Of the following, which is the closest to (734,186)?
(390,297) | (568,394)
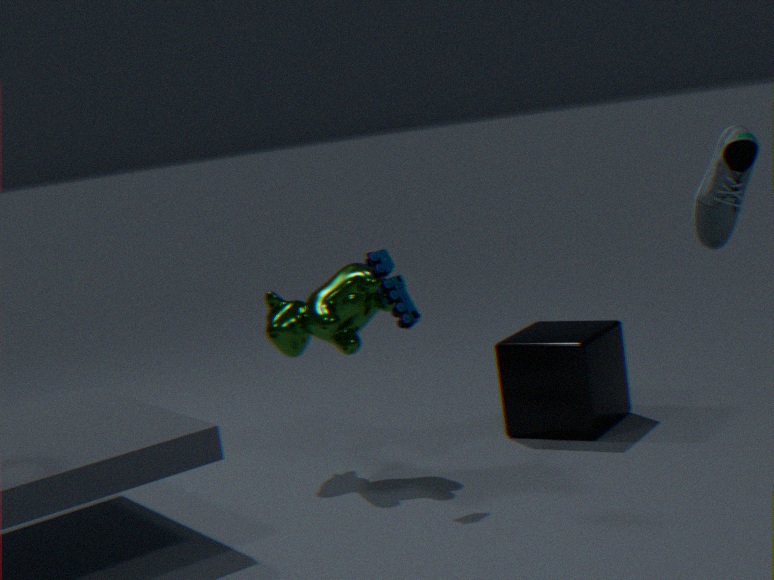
(390,297)
